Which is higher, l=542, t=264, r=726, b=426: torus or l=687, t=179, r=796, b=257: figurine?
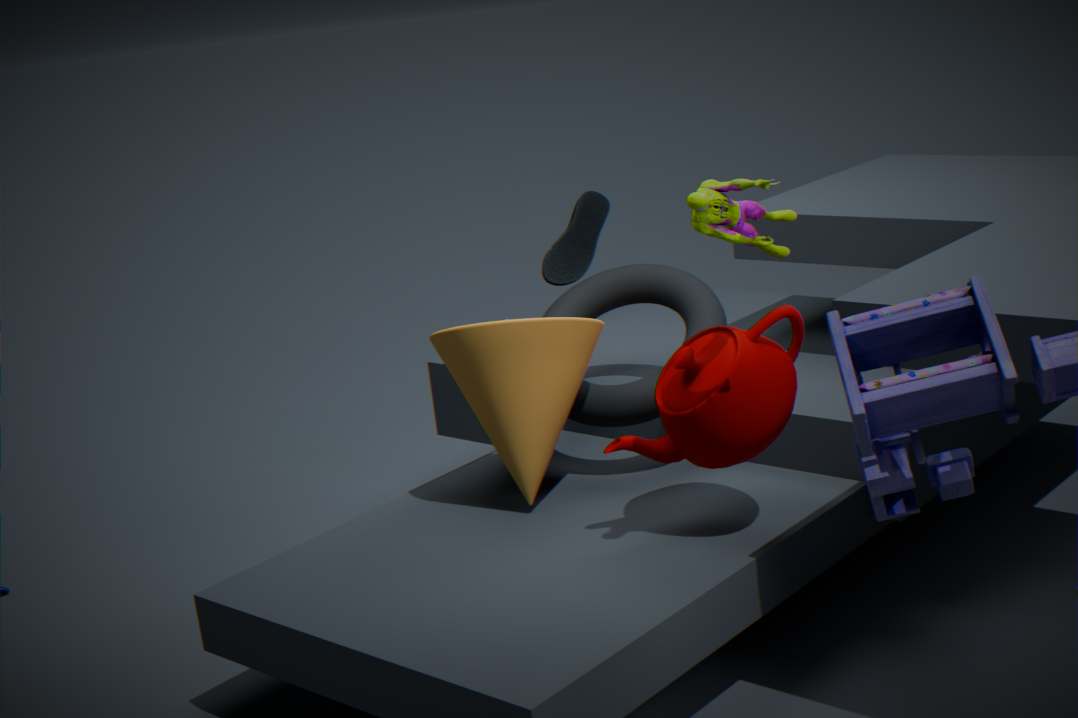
l=687, t=179, r=796, b=257: figurine
